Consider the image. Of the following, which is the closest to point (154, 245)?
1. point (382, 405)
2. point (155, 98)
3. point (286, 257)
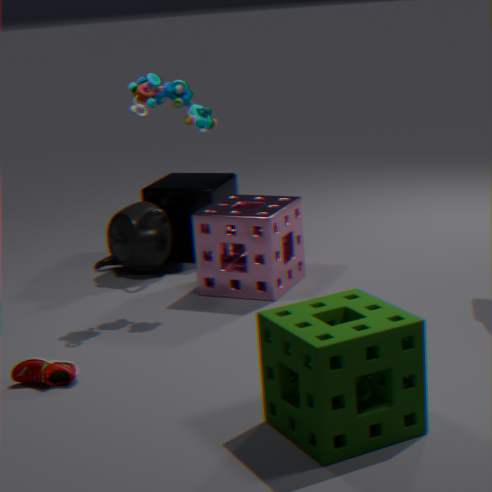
point (286, 257)
